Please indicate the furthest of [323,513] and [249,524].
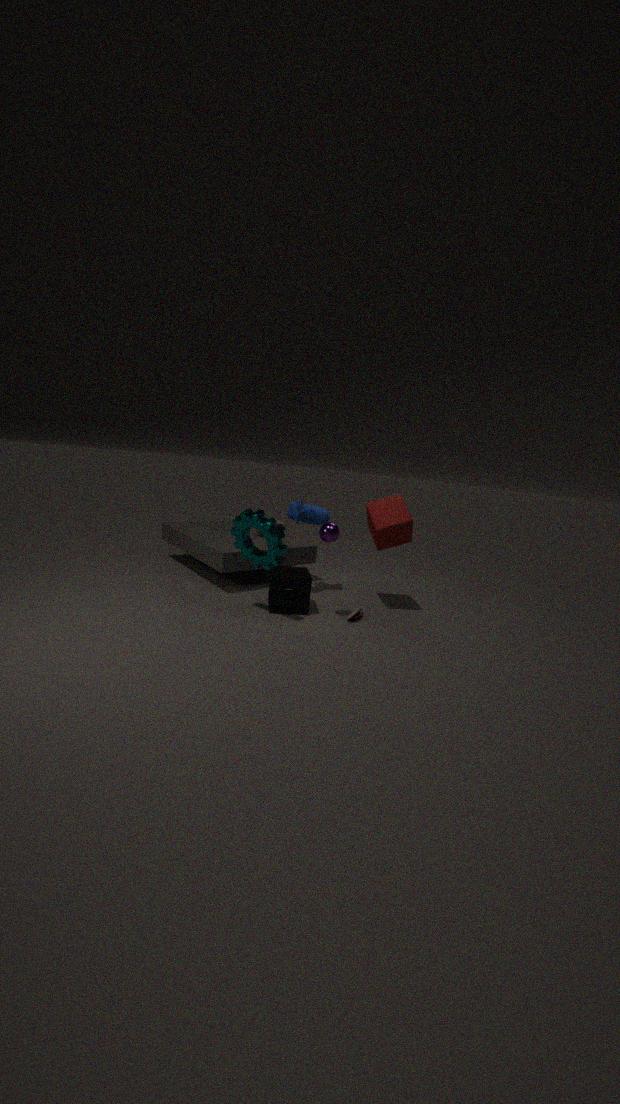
[323,513]
